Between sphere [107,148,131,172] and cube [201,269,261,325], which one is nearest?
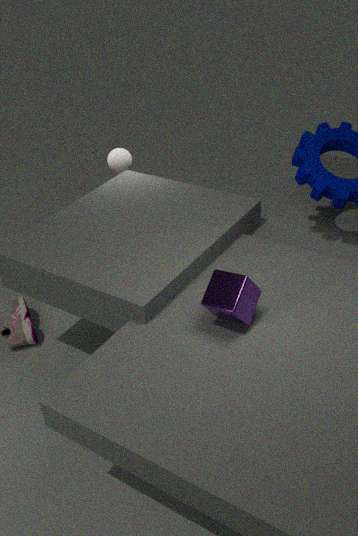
cube [201,269,261,325]
